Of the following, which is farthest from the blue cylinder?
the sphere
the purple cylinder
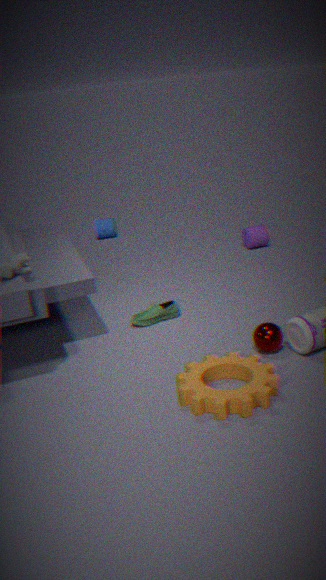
the sphere
